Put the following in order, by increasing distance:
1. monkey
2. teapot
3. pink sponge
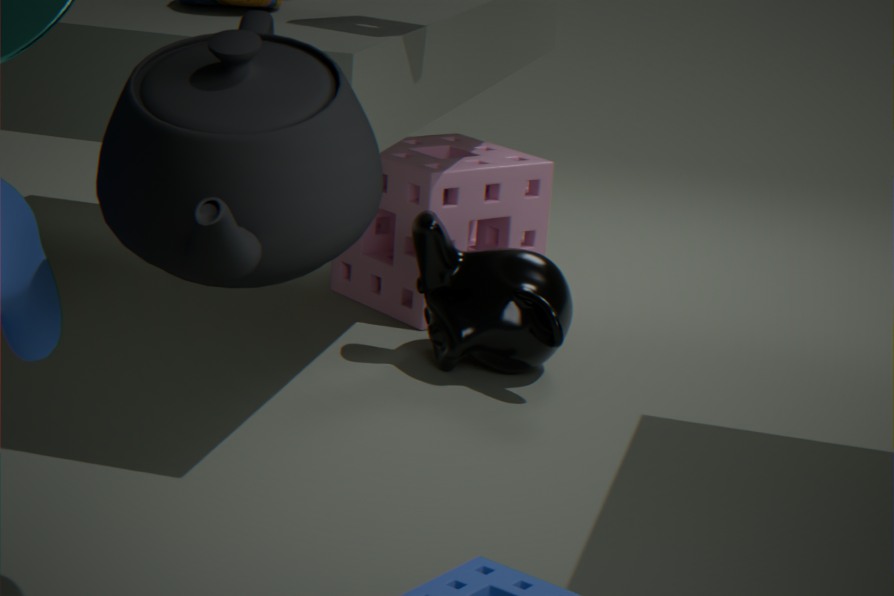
teapot < monkey < pink sponge
